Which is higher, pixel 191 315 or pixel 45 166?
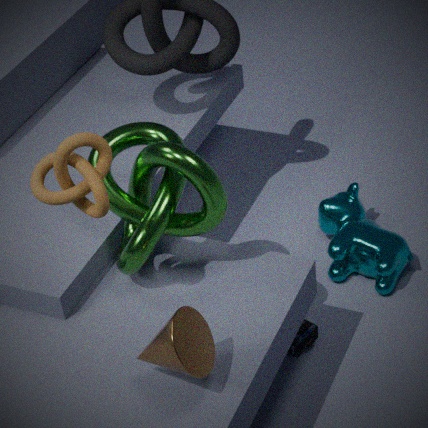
pixel 45 166
